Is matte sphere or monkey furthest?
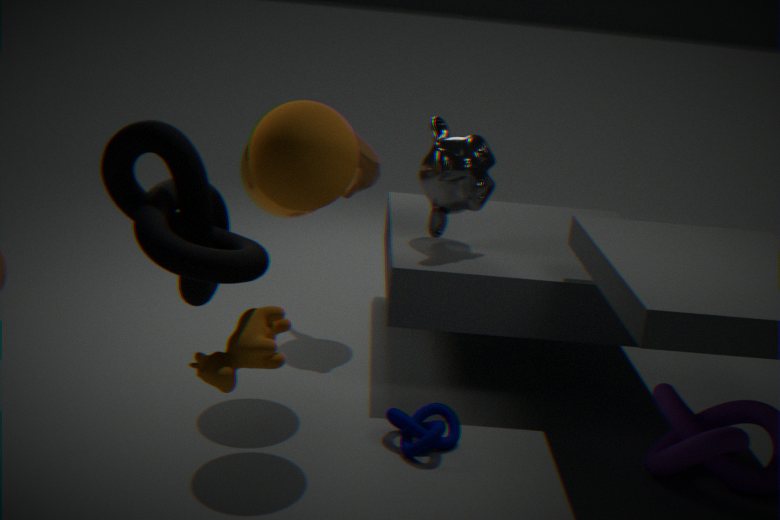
monkey
